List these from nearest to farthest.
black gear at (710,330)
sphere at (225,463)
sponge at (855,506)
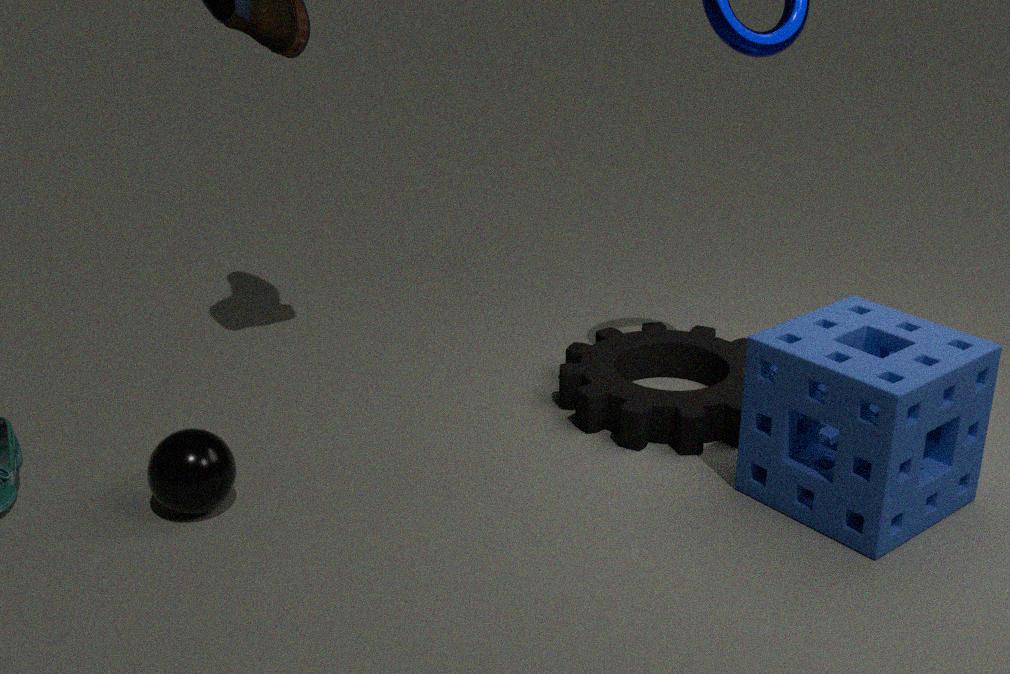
sponge at (855,506), sphere at (225,463), black gear at (710,330)
